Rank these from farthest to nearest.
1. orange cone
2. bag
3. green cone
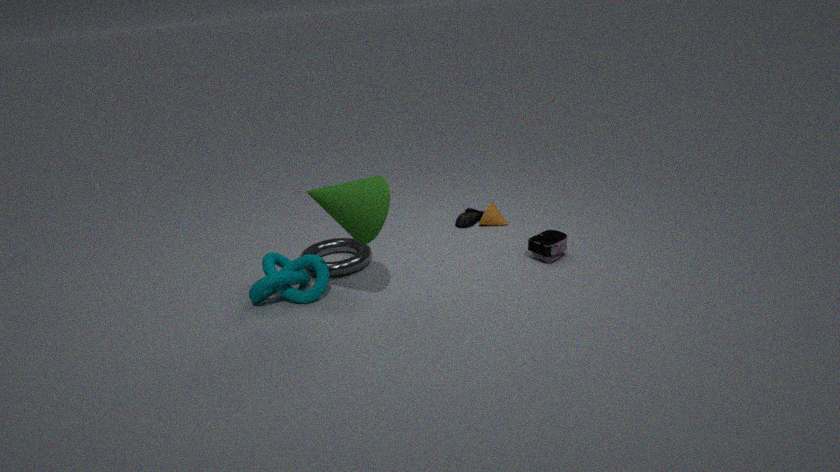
orange cone, bag, green cone
